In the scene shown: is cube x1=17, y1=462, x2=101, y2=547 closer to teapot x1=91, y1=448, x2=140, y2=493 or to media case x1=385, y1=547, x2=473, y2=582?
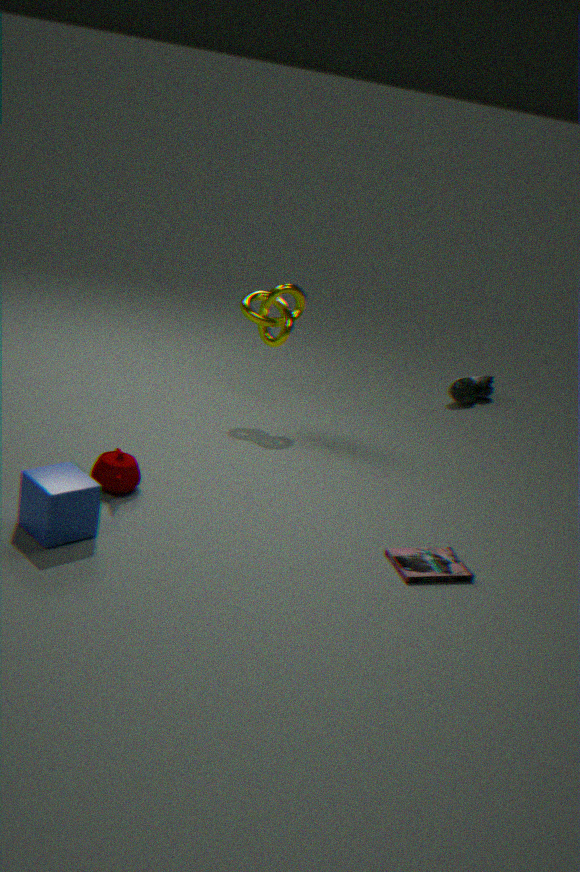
teapot x1=91, y1=448, x2=140, y2=493
